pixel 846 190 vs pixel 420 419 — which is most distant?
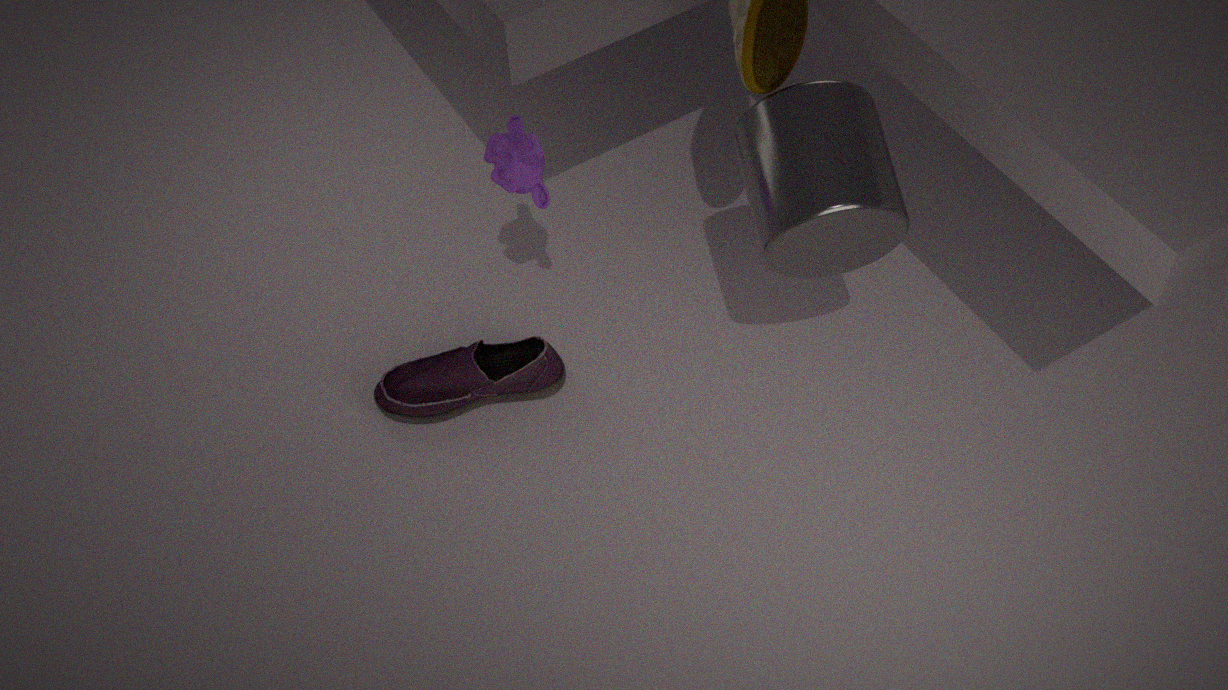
pixel 420 419
